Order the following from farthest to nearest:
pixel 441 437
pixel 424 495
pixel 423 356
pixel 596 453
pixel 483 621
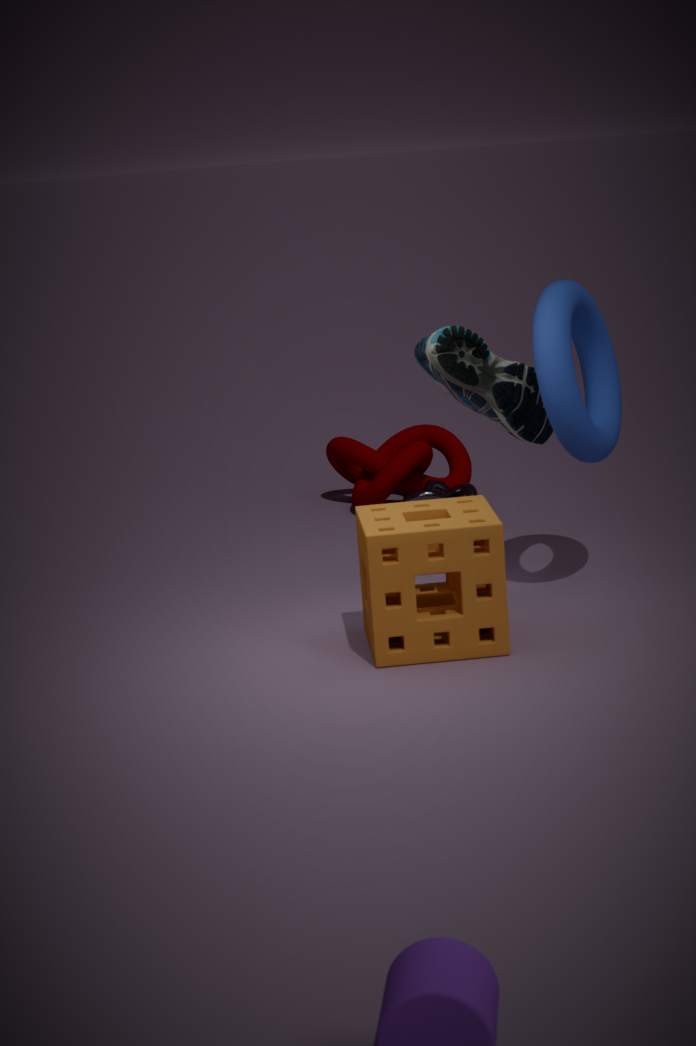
pixel 441 437
pixel 424 495
pixel 423 356
pixel 596 453
pixel 483 621
